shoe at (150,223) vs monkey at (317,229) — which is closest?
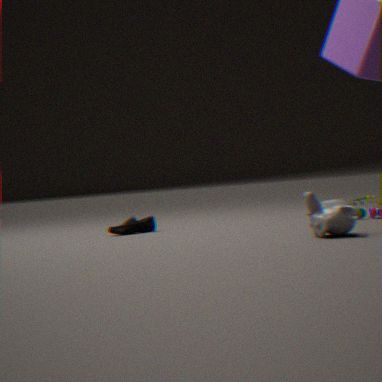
monkey at (317,229)
